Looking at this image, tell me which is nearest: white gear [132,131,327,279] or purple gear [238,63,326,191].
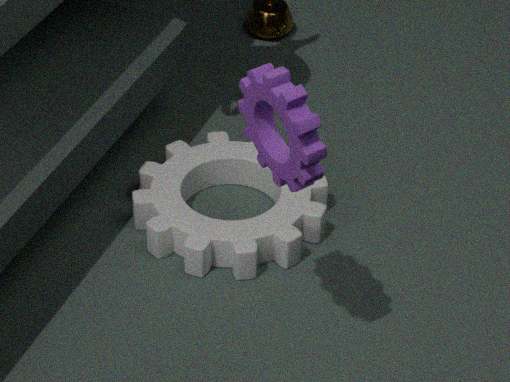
purple gear [238,63,326,191]
